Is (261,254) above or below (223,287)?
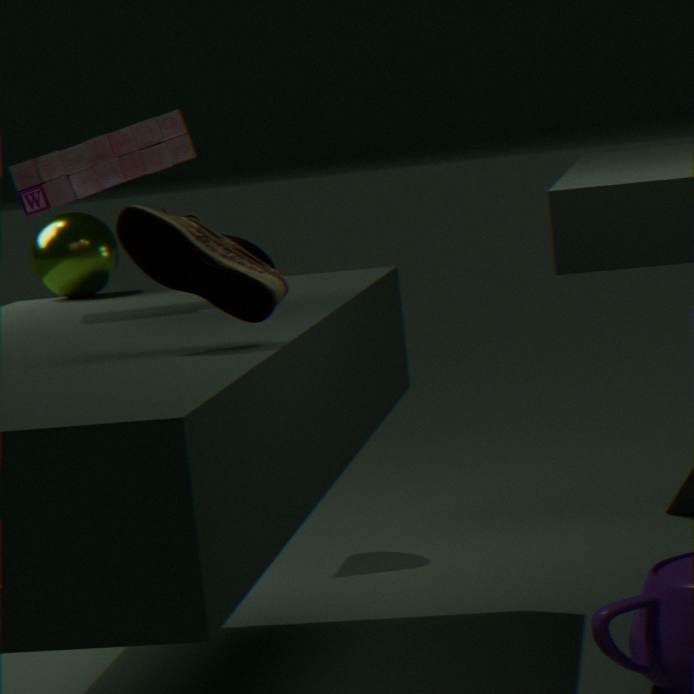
below
